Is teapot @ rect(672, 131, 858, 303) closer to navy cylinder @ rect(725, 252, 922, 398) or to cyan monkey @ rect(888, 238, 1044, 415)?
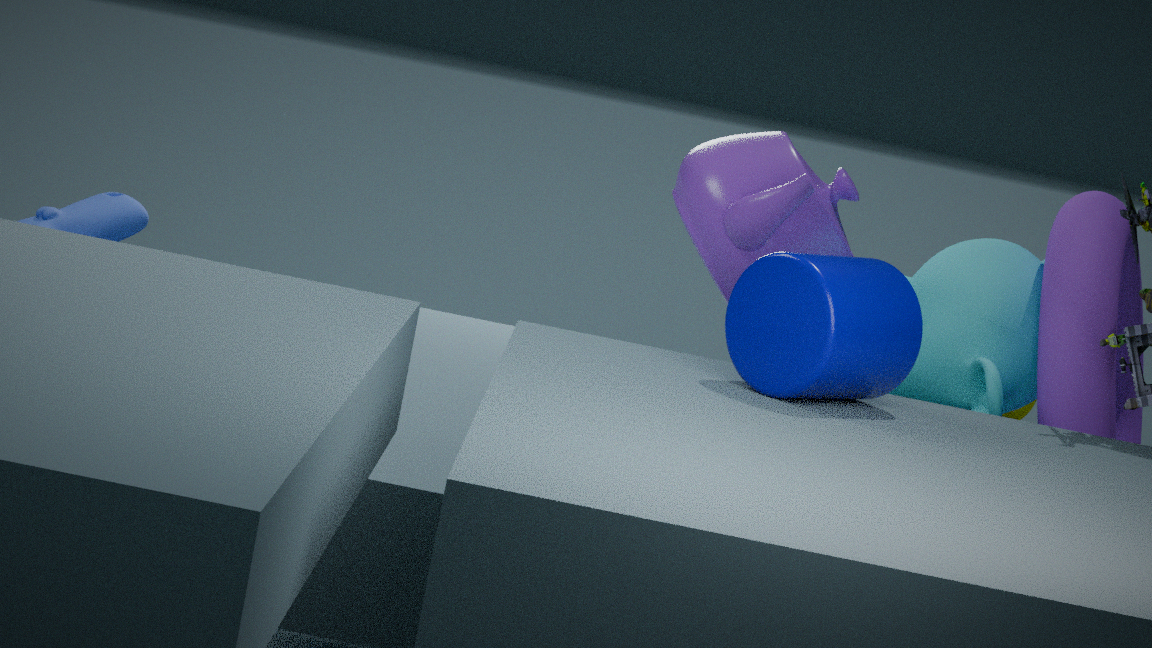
cyan monkey @ rect(888, 238, 1044, 415)
